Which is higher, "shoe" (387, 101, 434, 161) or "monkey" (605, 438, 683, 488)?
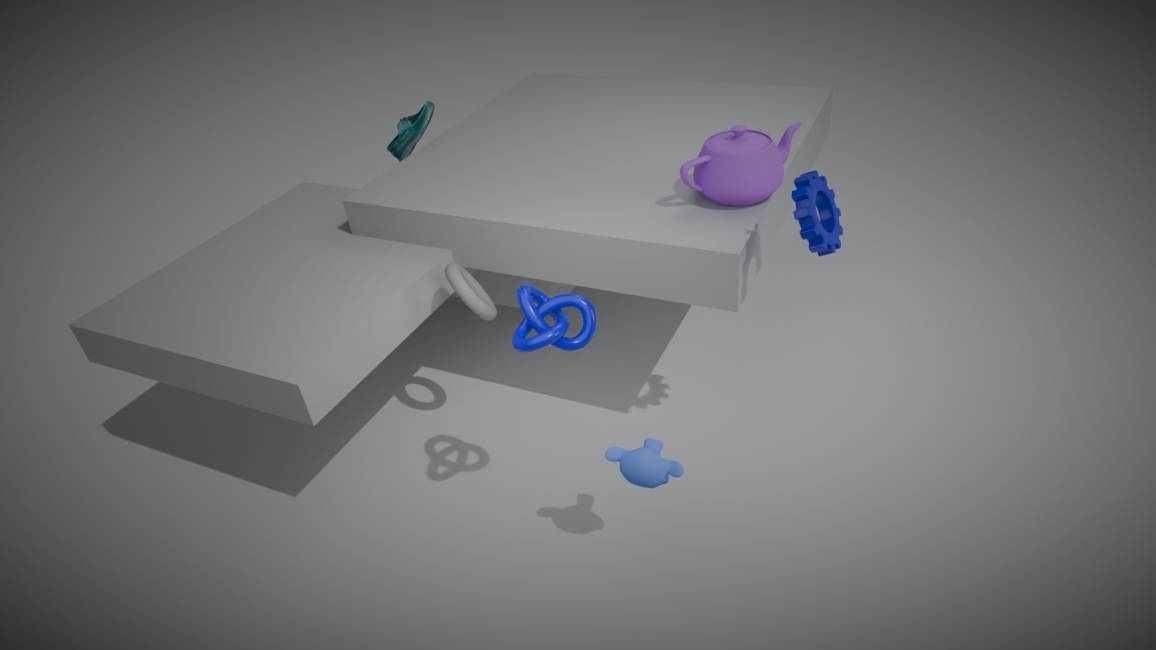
"shoe" (387, 101, 434, 161)
